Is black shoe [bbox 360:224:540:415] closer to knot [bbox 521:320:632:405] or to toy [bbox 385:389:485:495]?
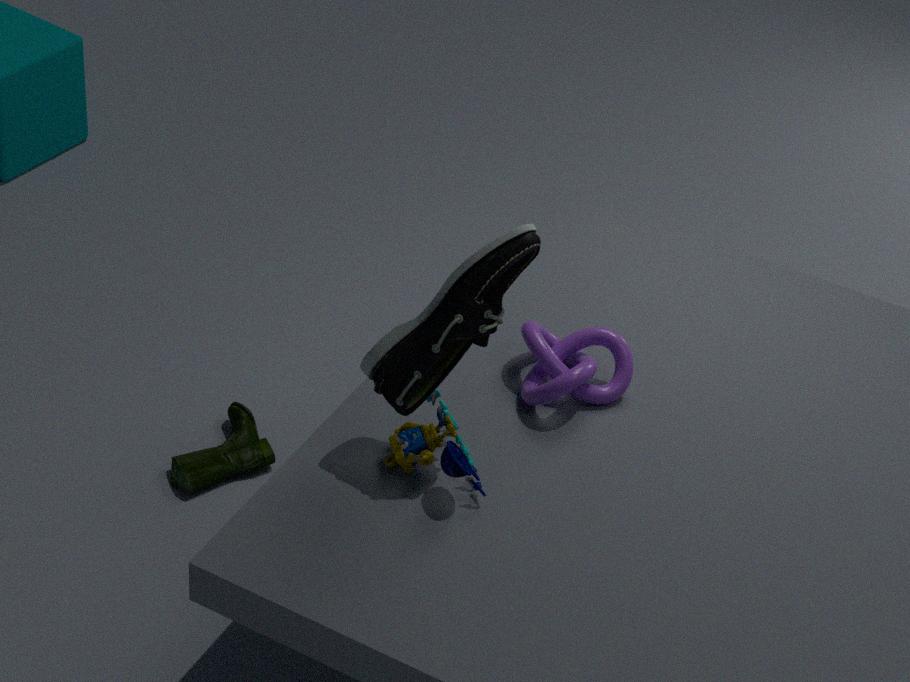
toy [bbox 385:389:485:495]
